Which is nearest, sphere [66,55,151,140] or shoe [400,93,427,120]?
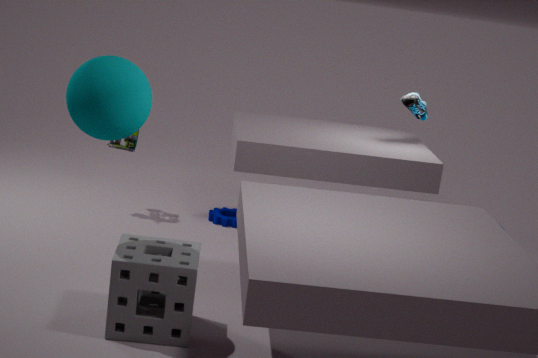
sphere [66,55,151,140]
